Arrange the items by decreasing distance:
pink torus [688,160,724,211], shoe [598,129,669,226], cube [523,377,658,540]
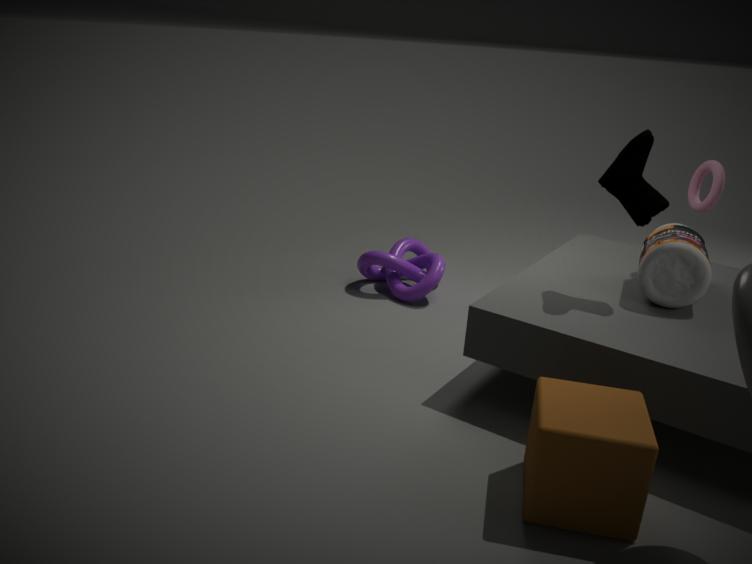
pink torus [688,160,724,211] → shoe [598,129,669,226] → cube [523,377,658,540]
